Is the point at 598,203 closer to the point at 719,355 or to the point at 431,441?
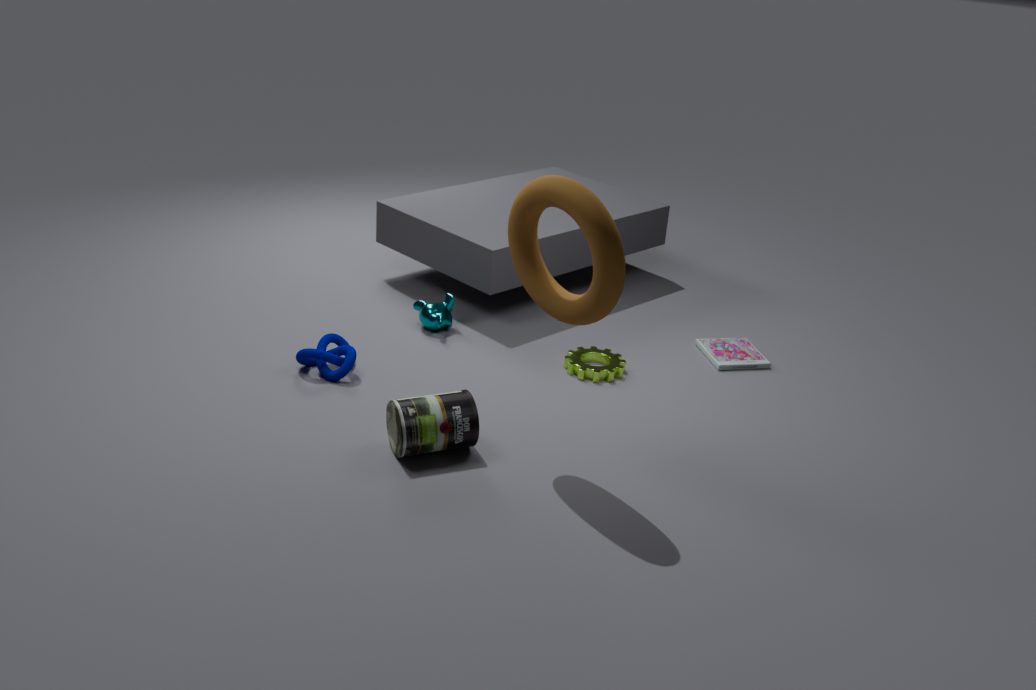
the point at 431,441
